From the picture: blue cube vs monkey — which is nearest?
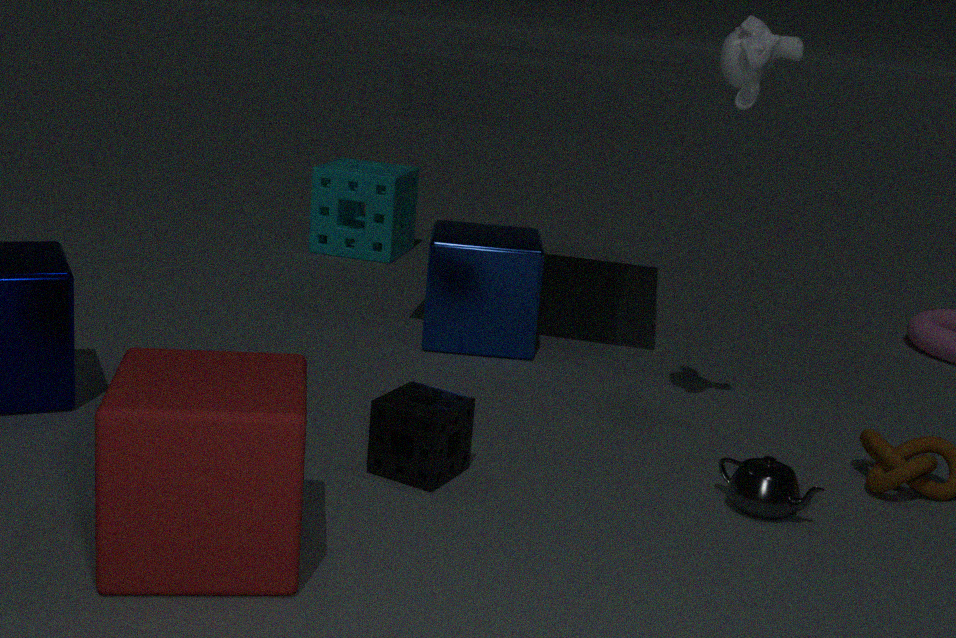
monkey
